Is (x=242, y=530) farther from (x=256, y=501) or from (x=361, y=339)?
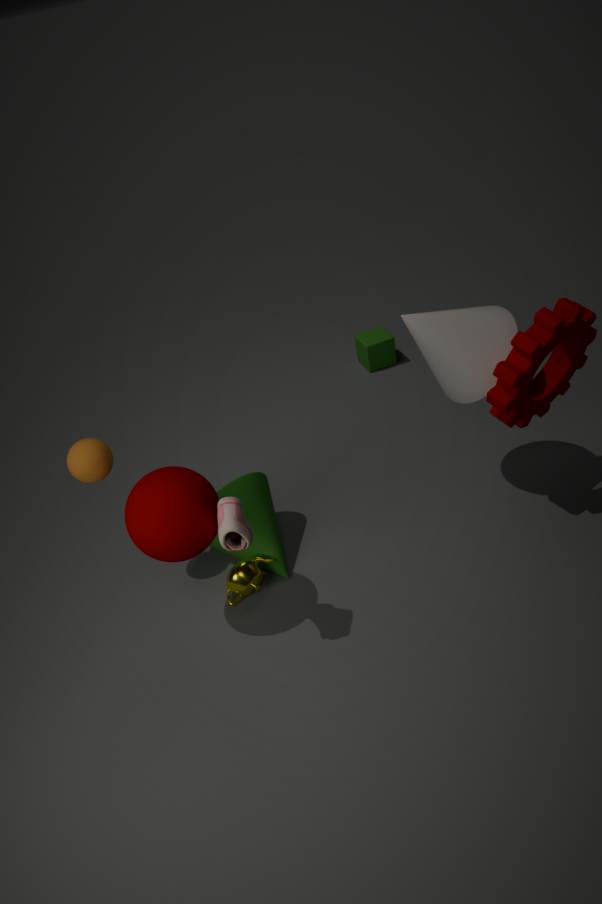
(x=361, y=339)
